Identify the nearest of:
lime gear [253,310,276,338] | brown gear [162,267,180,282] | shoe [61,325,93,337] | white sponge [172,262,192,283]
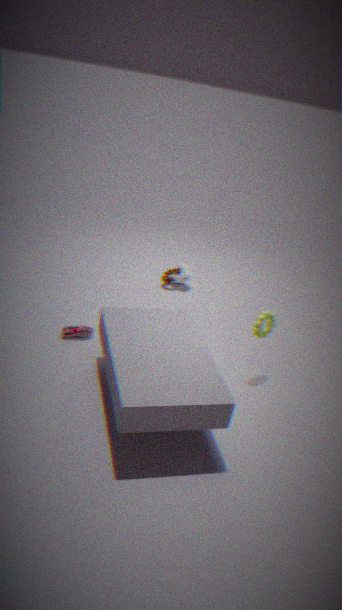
lime gear [253,310,276,338]
